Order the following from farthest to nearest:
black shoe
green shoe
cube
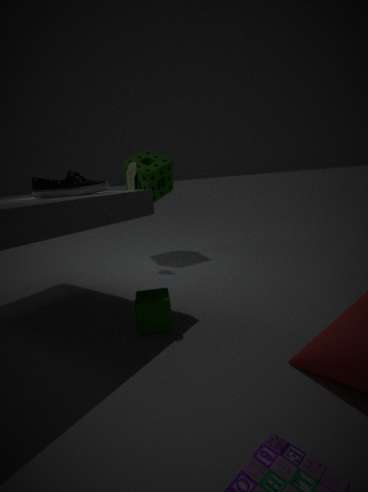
1. green shoe
2. black shoe
3. cube
